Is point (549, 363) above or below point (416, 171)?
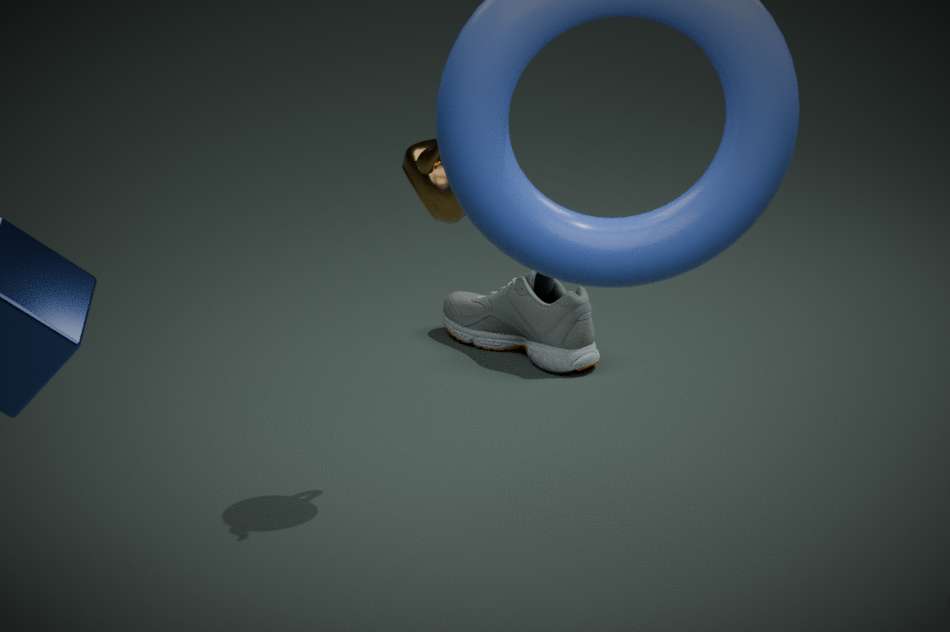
below
